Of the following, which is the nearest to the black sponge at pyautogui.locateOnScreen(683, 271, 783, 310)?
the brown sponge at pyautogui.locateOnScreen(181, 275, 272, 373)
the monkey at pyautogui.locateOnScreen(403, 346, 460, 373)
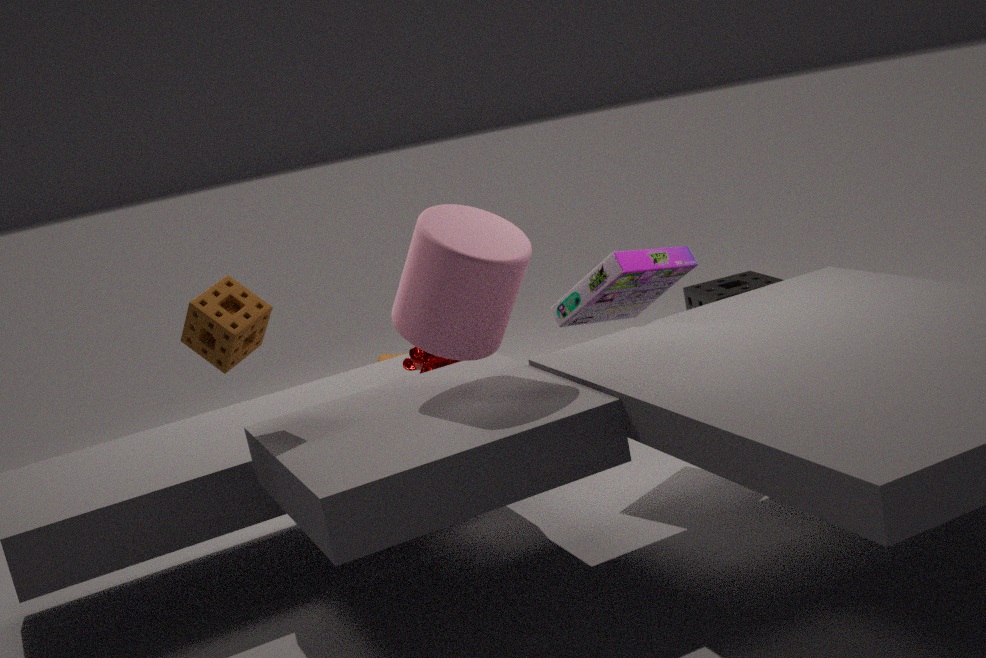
the monkey at pyautogui.locateOnScreen(403, 346, 460, 373)
